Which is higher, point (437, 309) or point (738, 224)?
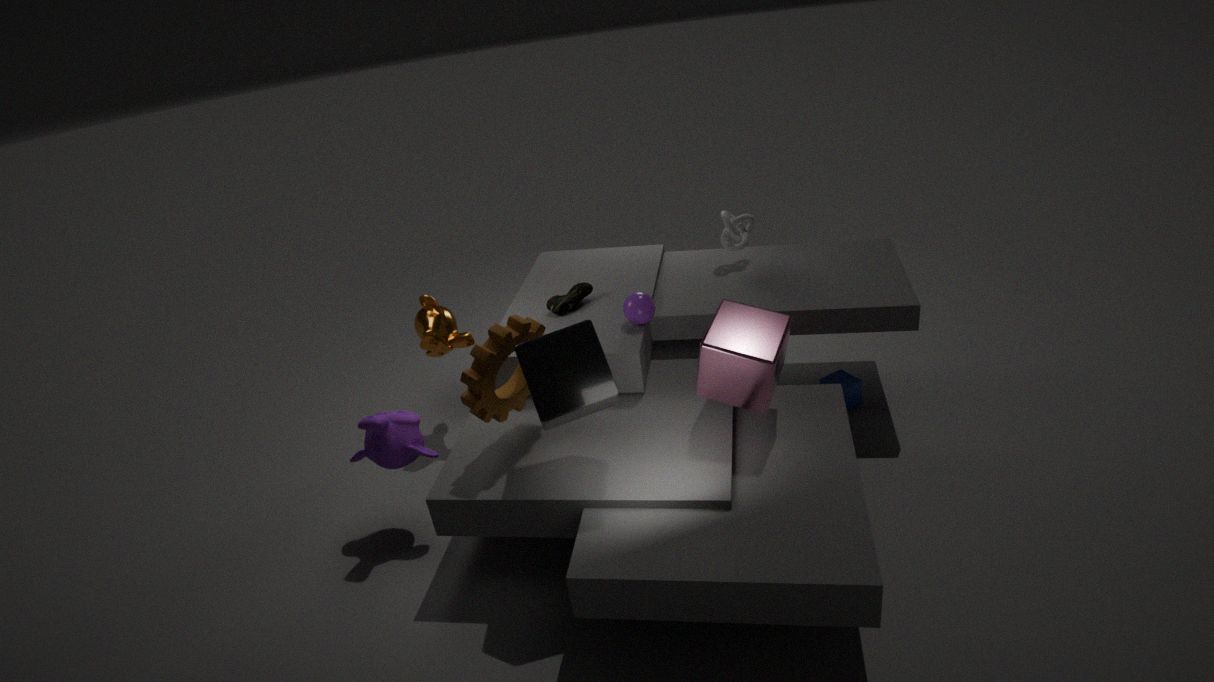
point (738, 224)
